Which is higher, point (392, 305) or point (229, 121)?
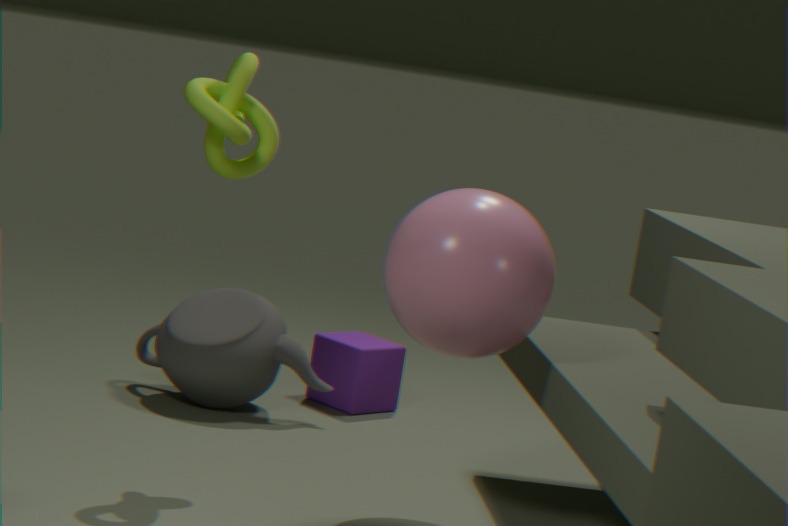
point (229, 121)
